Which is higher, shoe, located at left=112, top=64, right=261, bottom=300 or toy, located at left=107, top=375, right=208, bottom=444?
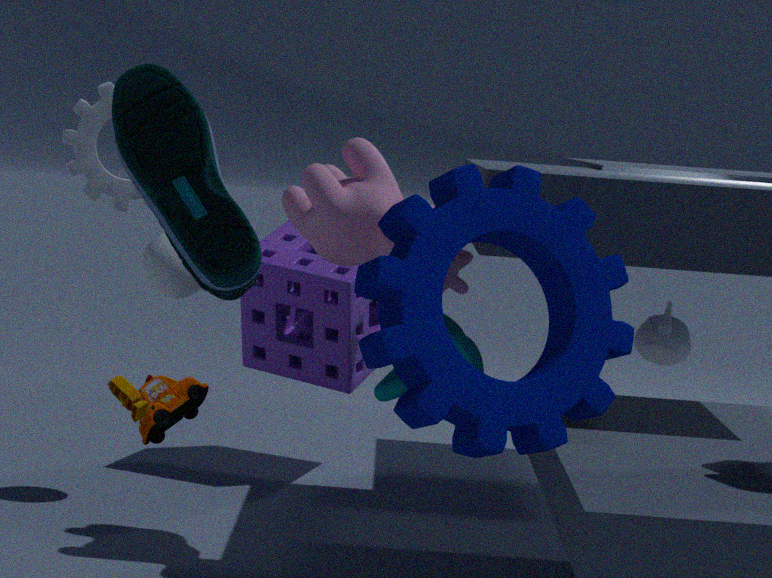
shoe, located at left=112, top=64, right=261, bottom=300
